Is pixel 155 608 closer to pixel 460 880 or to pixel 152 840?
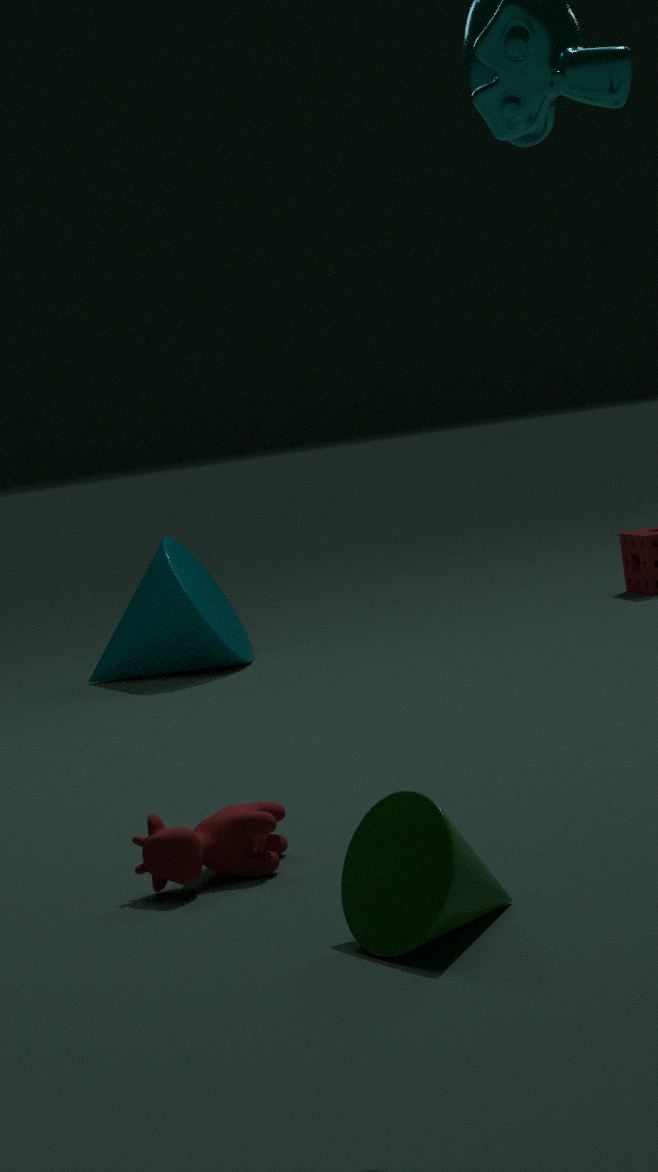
pixel 152 840
